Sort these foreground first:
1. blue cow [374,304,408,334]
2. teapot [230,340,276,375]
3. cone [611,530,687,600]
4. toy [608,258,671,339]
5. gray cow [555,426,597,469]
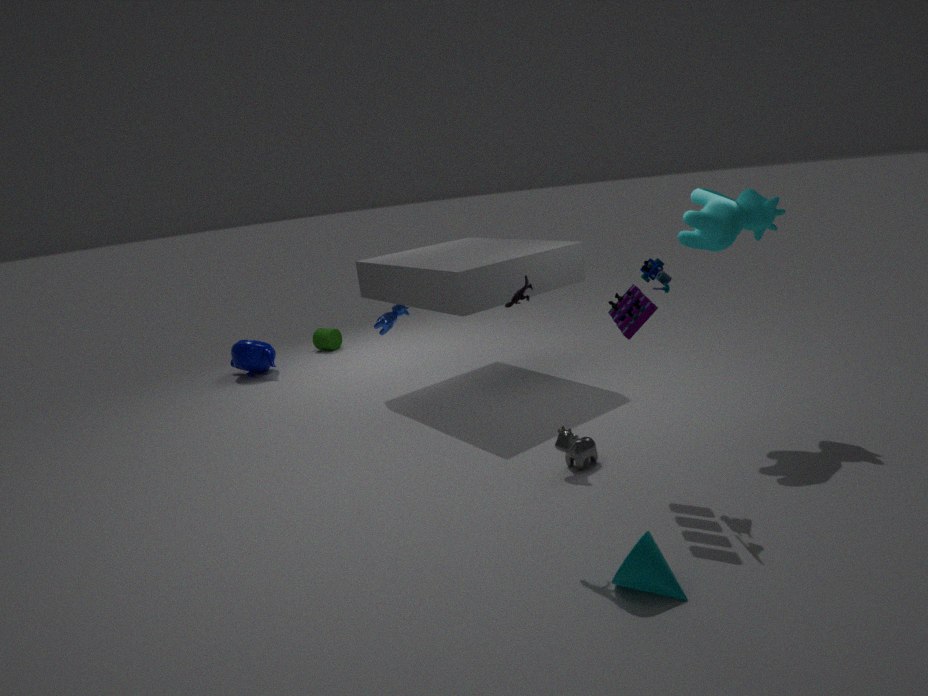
cone [611,530,687,600], toy [608,258,671,339], gray cow [555,426,597,469], blue cow [374,304,408,334], teapot [230,340,276,375]
